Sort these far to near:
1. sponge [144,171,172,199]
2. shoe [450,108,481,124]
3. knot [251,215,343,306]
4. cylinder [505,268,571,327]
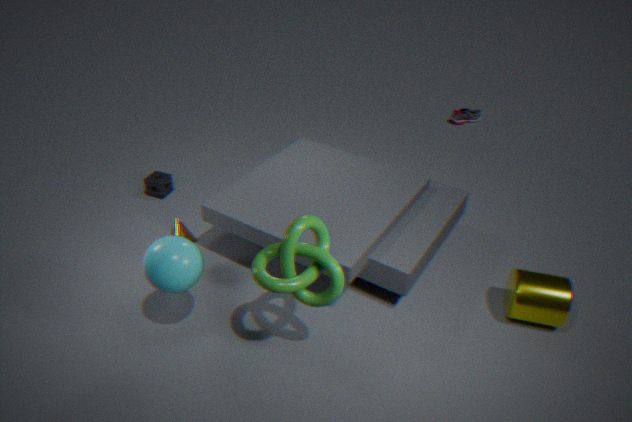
shoe [450,108,481,124], sponge [144,171,172,199], cylinder [505,268,571,327], knot [251,215,343,306]
